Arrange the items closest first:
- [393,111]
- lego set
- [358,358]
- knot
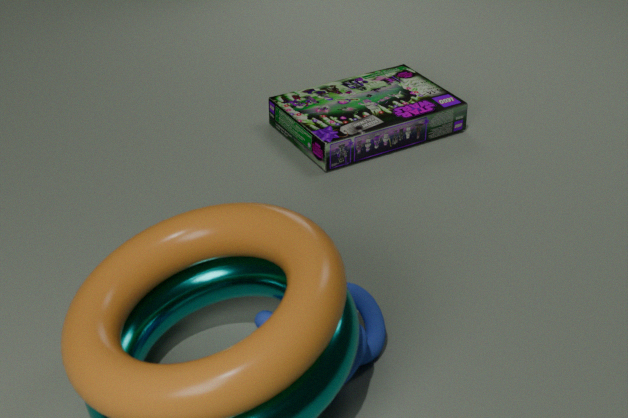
1. knot
2. lego set
3. [358,358]
4. [393,111]
